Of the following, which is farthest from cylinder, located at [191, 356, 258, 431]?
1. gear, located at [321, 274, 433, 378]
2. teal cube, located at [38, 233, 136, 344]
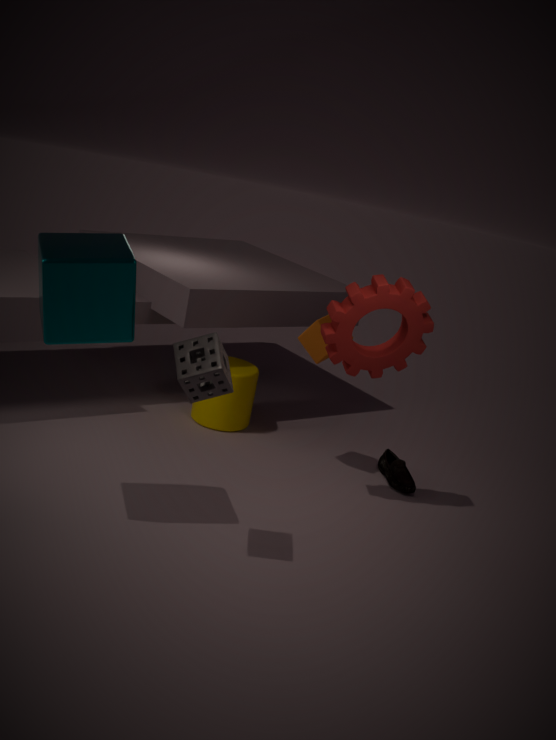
teal cube, located at [38, 233, 136, 344]
